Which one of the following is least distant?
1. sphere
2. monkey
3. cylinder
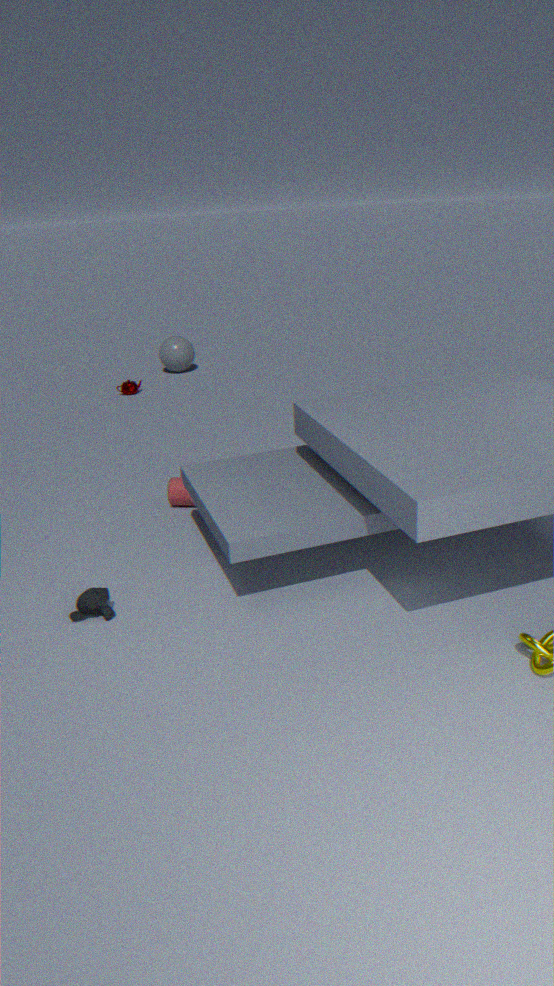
monkey
